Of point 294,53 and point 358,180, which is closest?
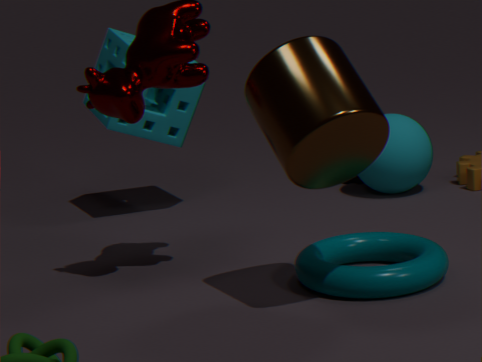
point 294,53
